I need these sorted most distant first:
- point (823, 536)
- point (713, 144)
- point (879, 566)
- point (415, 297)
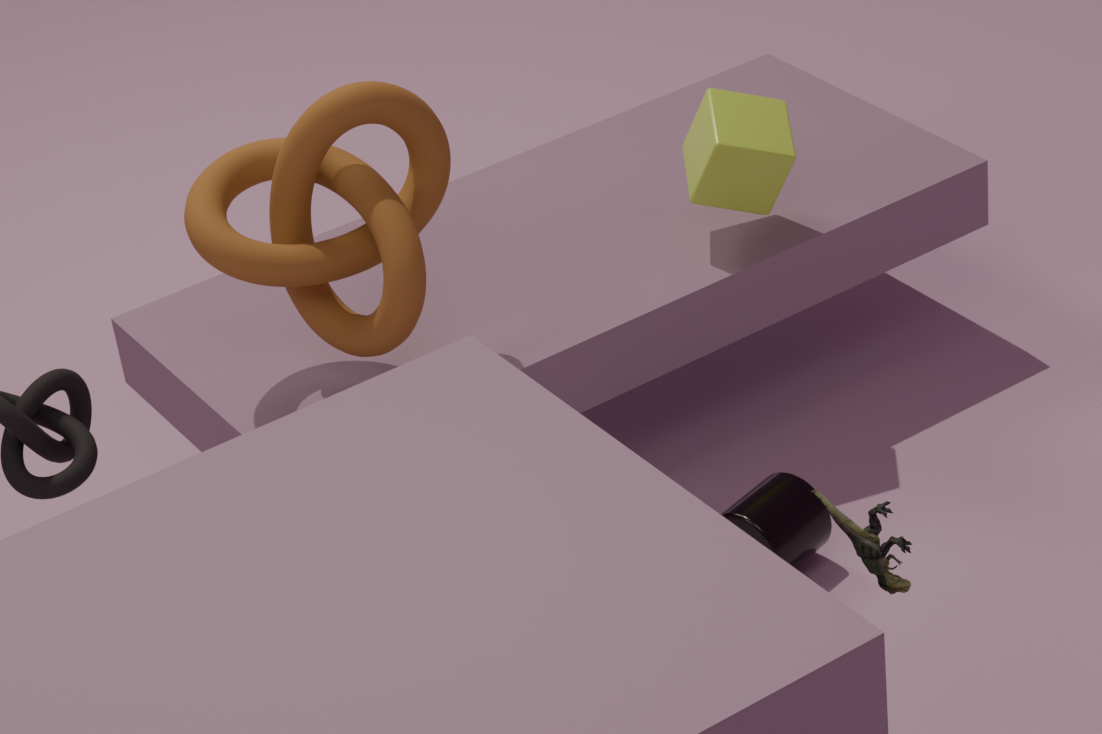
point (713, 144), point (823, 536), point (415, 297), point (879, 566)
